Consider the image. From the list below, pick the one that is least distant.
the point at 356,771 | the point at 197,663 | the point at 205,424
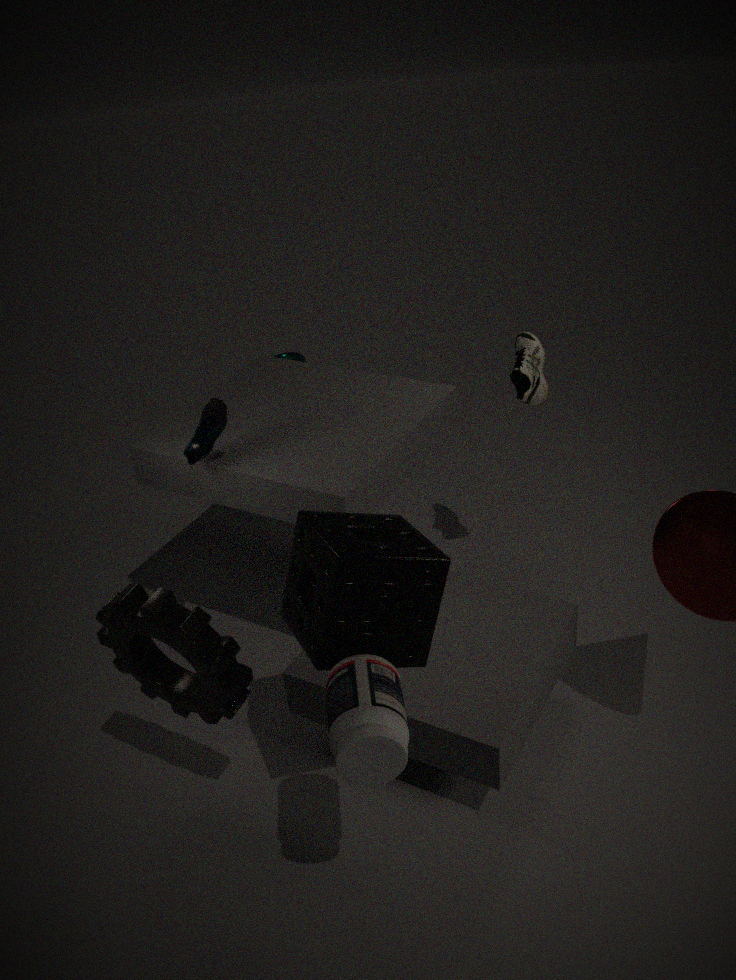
the point at 356,771
